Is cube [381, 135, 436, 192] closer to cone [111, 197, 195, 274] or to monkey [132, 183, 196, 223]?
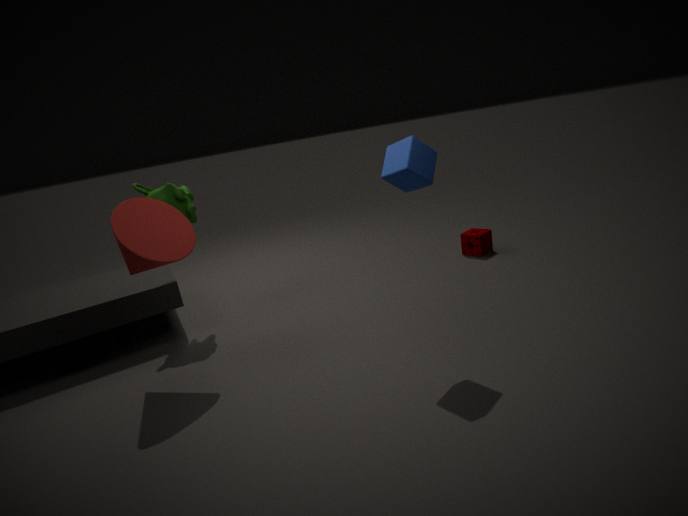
cone [111, 197, 195, 274]
